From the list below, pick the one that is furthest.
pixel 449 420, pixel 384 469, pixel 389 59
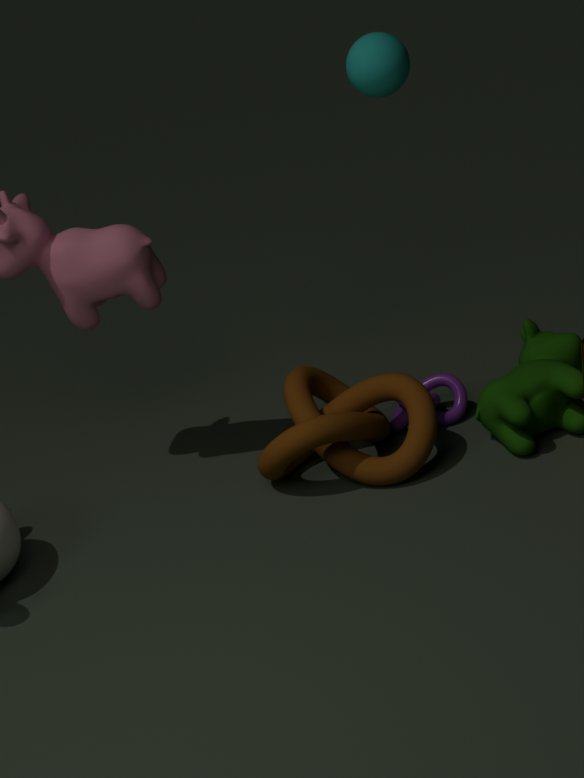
pixel 449 420
